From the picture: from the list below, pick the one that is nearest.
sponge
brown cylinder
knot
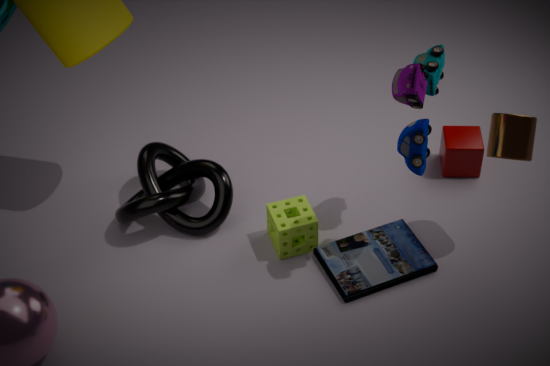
brown cylinder
